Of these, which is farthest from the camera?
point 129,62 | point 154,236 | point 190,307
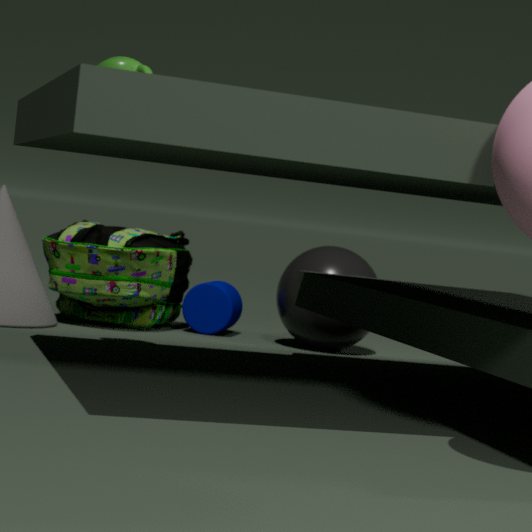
point 190,307
